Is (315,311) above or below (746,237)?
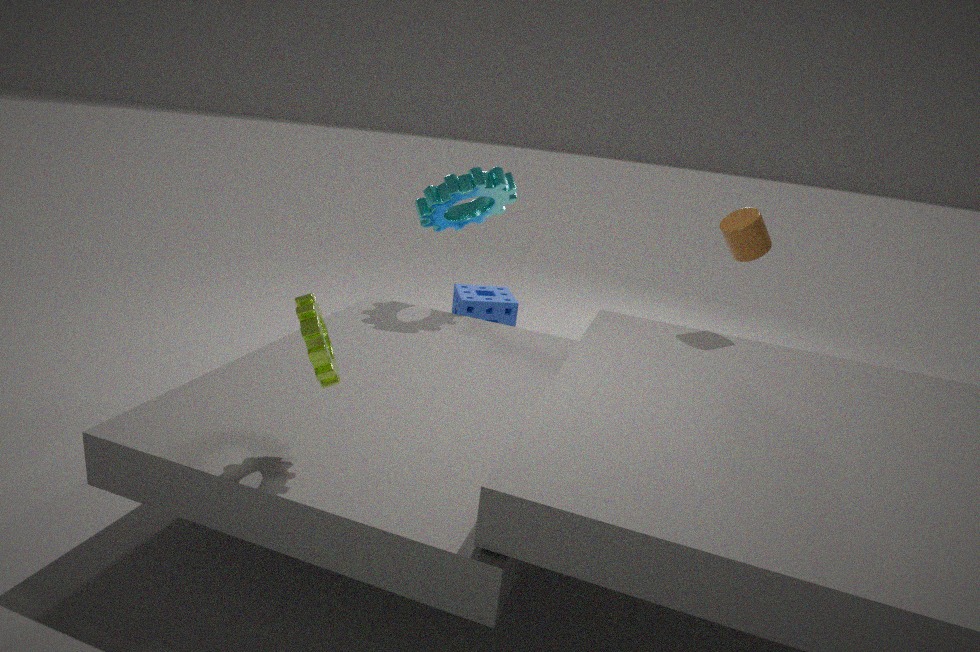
below
